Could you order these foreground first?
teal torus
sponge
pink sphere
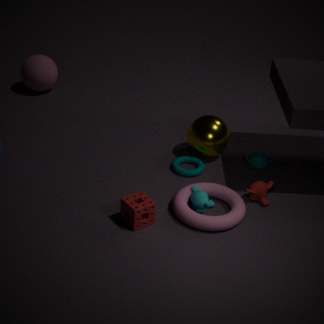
sponge
teal torus
pink sphere
